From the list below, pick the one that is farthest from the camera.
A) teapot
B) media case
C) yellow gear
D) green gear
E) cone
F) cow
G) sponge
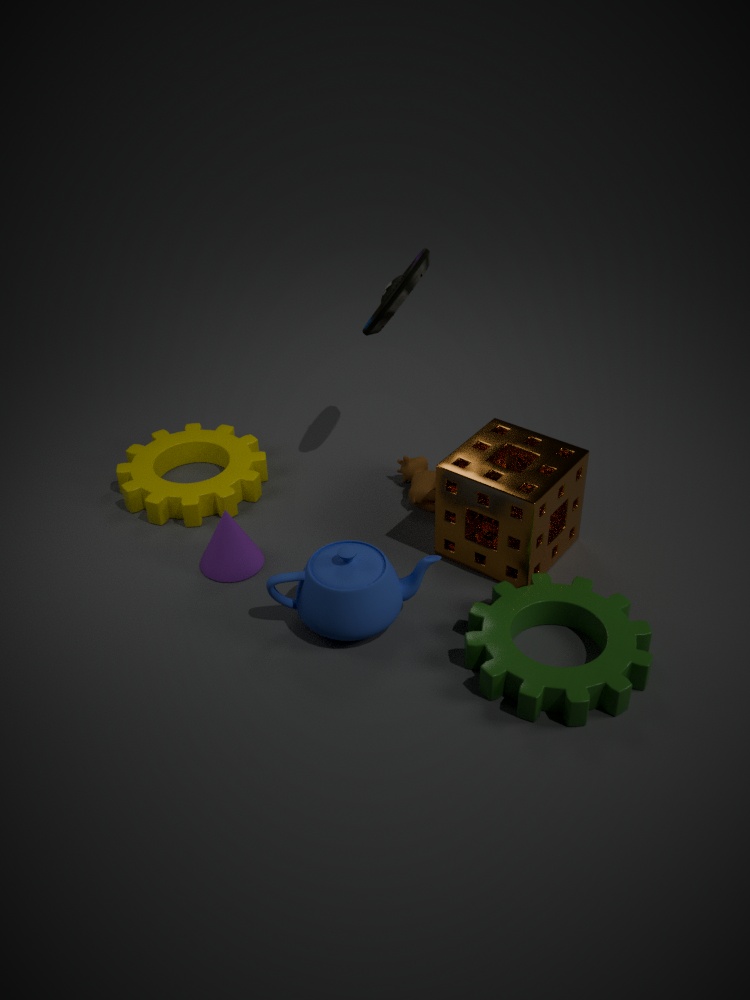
cow
